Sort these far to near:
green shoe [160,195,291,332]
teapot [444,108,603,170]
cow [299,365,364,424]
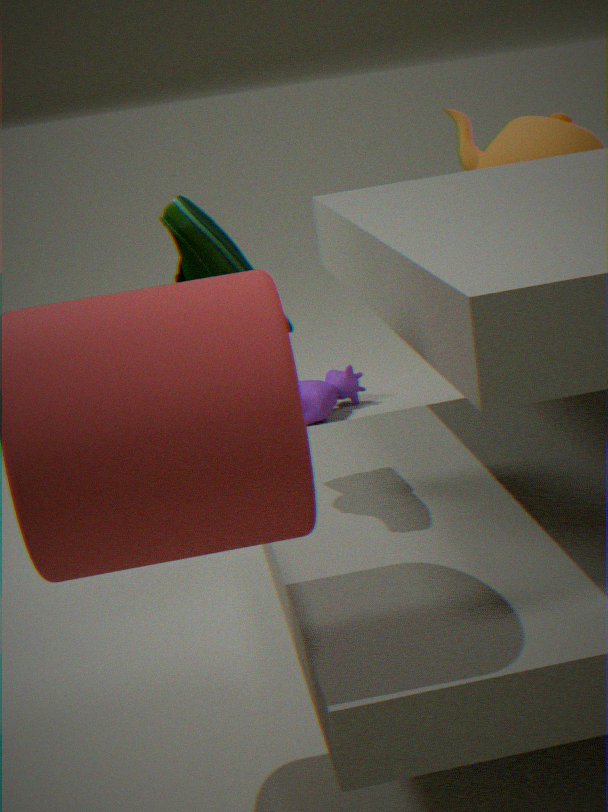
cow [299,365,364,424]
teapot [444,108,603,170]
green shoe [160,195,291,332]
